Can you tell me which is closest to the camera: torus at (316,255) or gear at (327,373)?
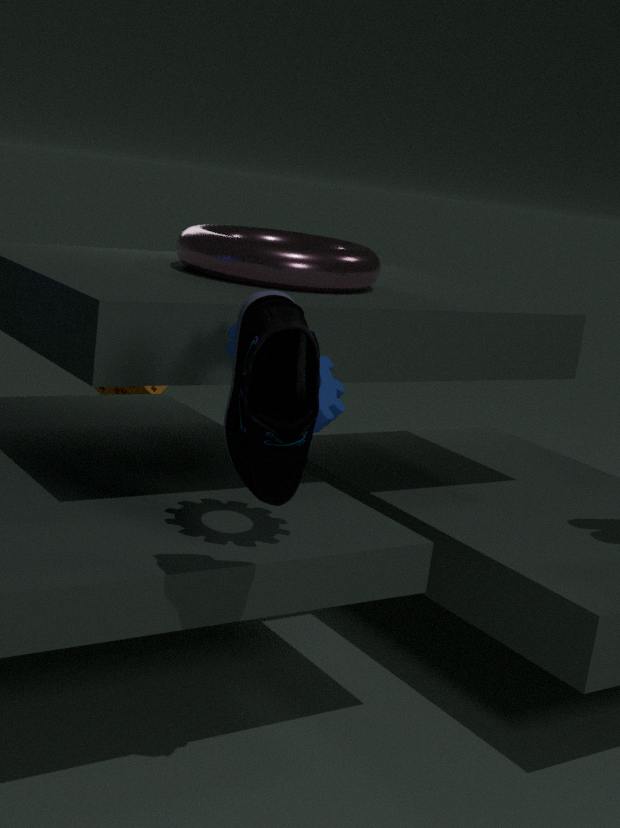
gear at (327,373)
